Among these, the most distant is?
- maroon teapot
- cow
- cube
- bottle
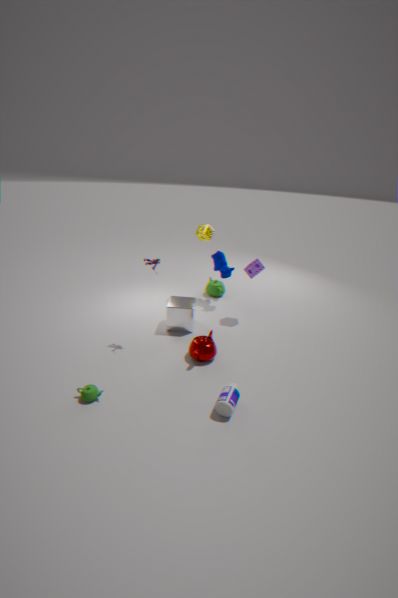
cow
